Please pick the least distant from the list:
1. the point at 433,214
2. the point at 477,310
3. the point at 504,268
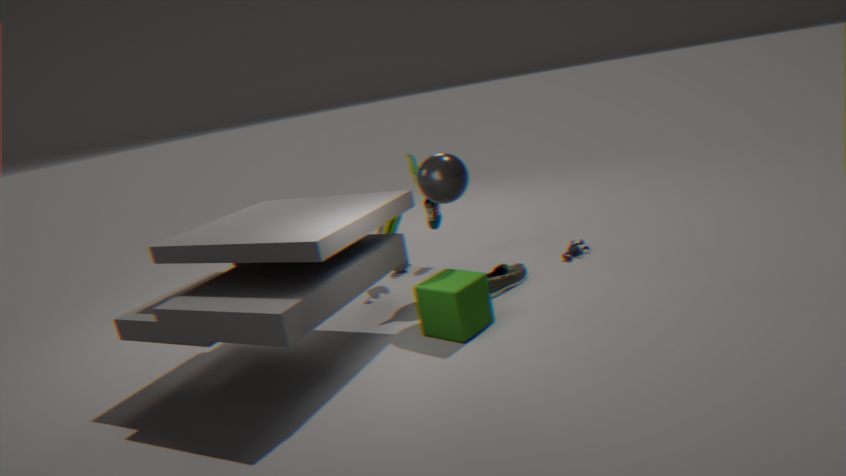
the point at 477,310
